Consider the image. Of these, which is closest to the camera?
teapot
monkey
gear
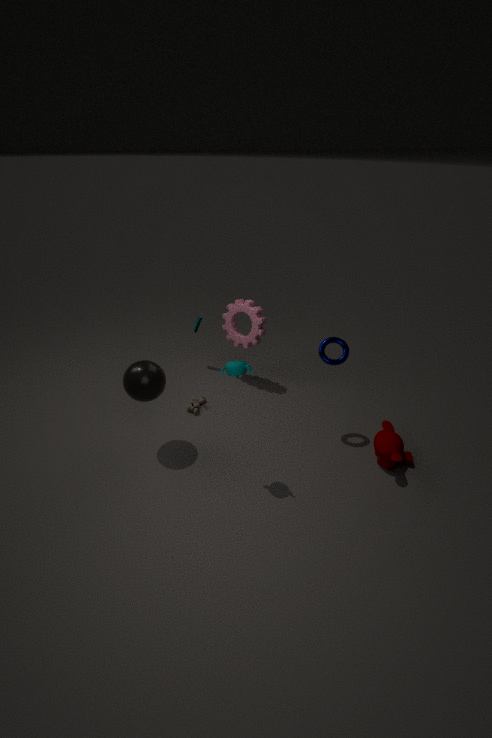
teapot
